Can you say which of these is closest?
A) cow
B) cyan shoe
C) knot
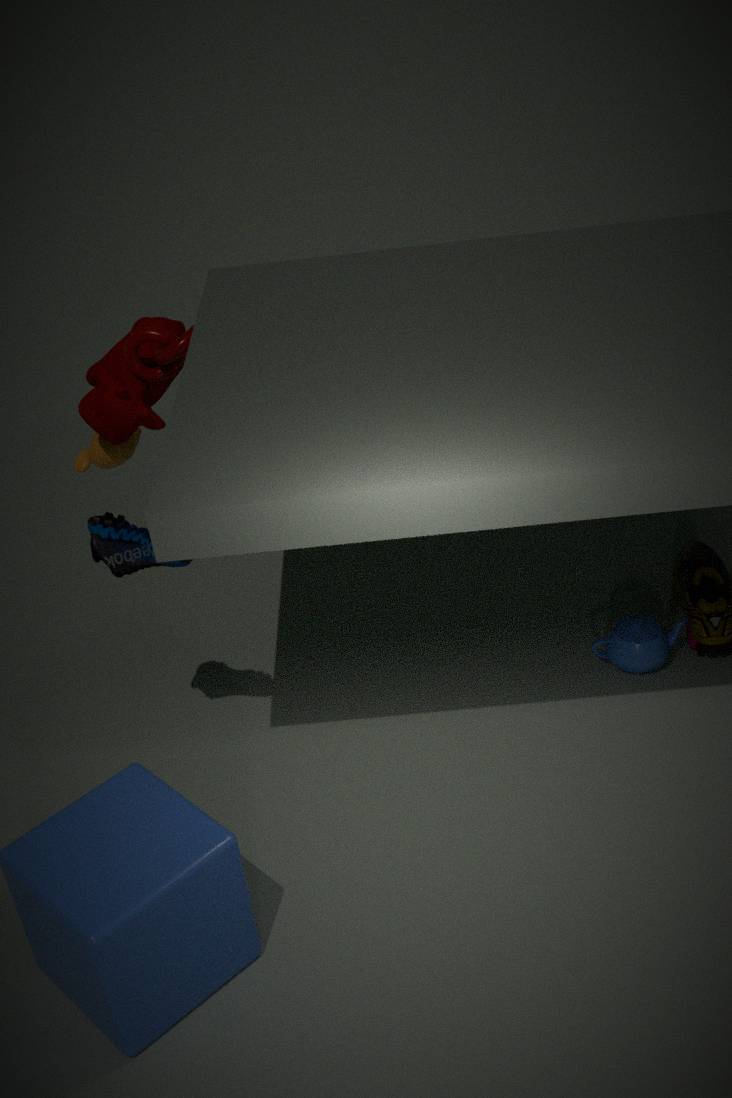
cyan shoe
